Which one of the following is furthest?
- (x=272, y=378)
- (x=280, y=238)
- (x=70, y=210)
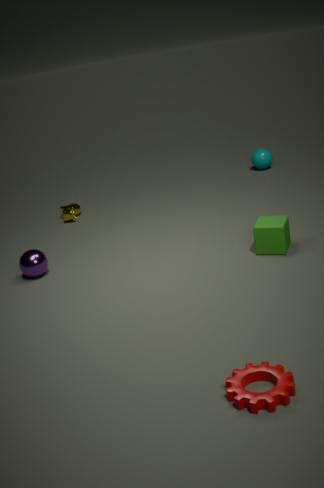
(x=70, y=210)
